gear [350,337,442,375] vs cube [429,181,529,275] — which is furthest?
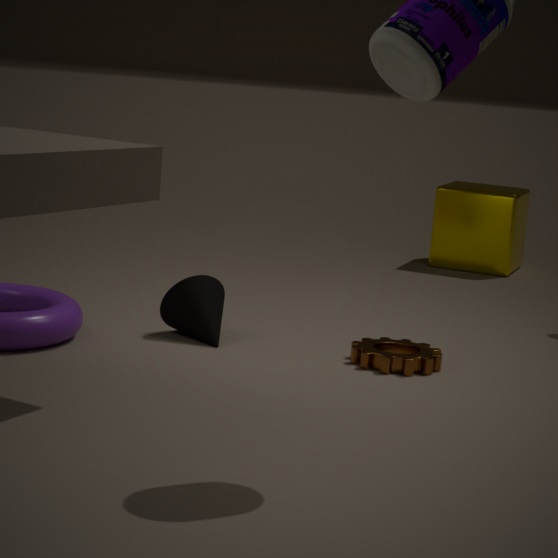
cube [429,181,529,275]
